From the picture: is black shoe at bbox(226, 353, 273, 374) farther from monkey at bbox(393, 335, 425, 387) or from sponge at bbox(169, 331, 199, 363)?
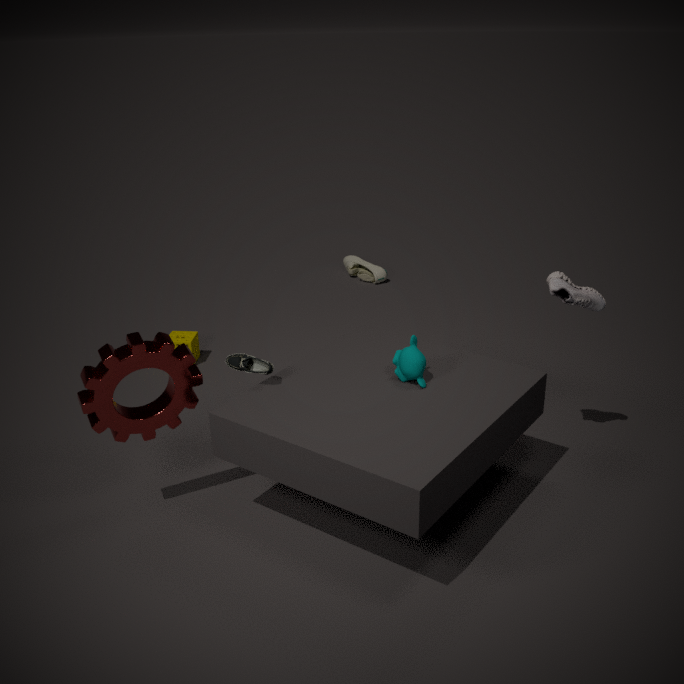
sponge at bbox(169, 331, 199, 363)
